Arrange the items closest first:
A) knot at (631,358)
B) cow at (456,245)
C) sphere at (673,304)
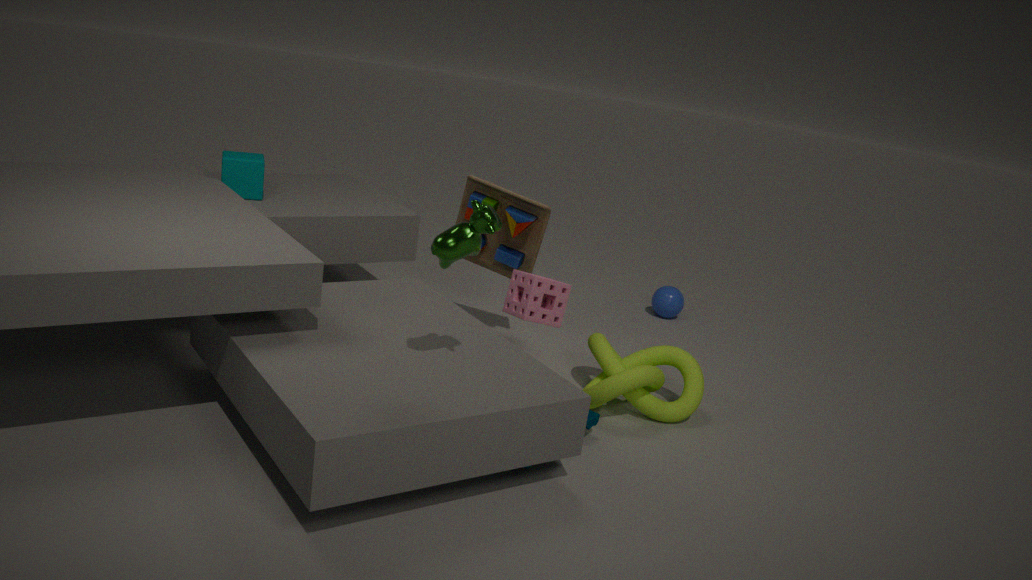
cow at (456,245), knot at (631,358), sphere at (673,304)
